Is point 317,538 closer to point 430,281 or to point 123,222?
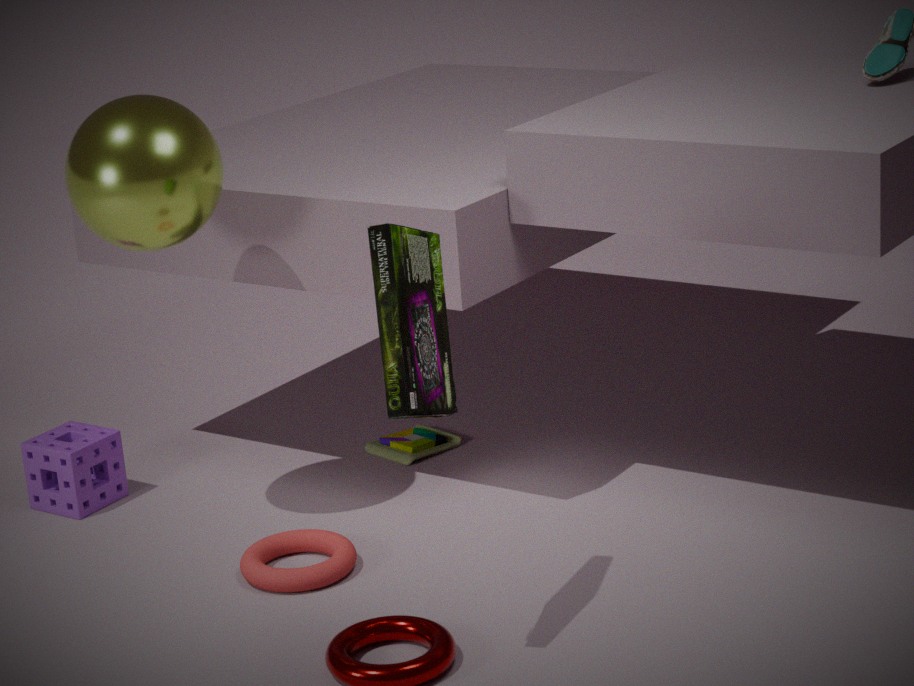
point 430,281
